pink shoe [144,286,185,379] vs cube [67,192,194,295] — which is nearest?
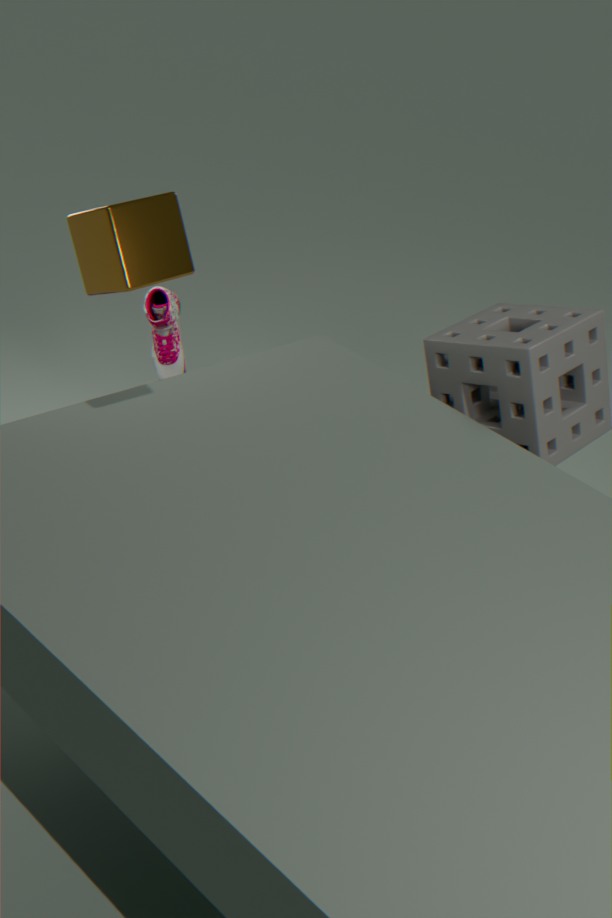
cube [67,192,194,295]
